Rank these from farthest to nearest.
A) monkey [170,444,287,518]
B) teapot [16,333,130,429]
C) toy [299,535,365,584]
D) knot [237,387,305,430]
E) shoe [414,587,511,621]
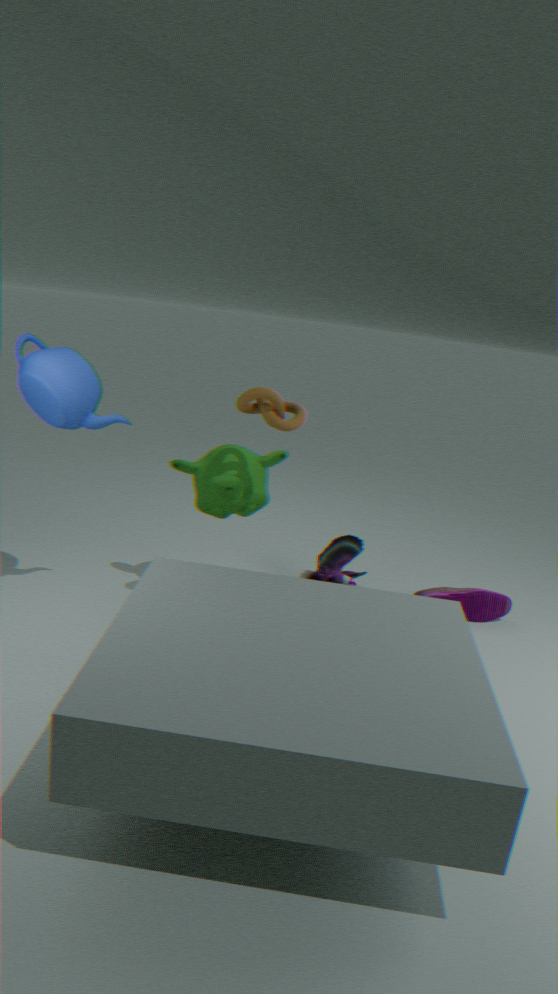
toy [299,535,365,584] < shoe [414,587,511,621] < monkey [170,444,287,518] < knot [237,387,305,430] < teapot [16,333,130,429]
